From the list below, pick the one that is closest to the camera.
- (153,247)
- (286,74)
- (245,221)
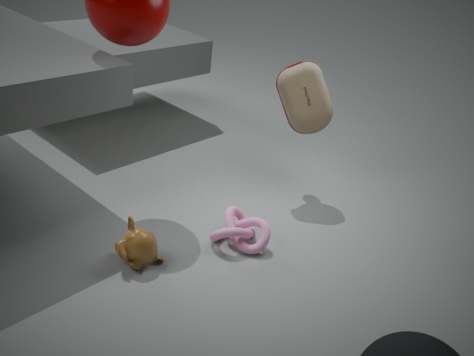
(153,247)
